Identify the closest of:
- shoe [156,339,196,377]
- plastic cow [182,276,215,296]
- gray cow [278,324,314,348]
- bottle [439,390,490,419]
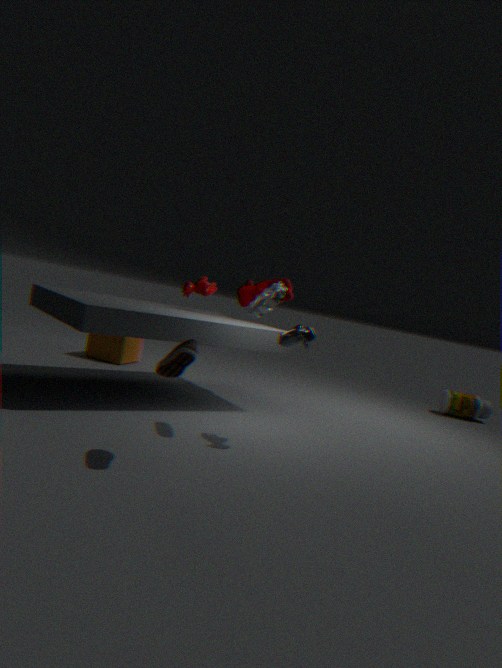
shoe [156,339,196,377]
